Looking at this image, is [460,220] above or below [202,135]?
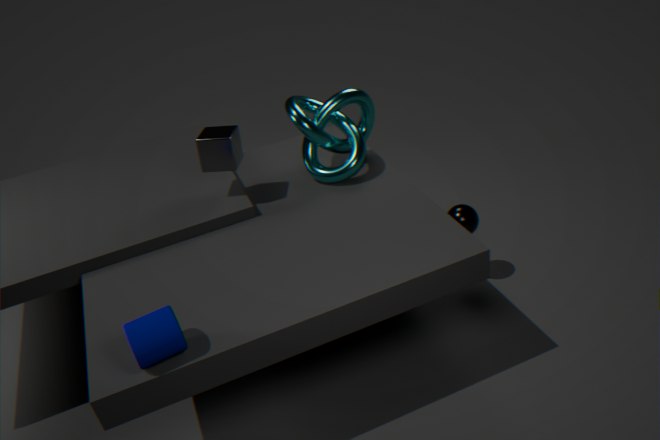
below
